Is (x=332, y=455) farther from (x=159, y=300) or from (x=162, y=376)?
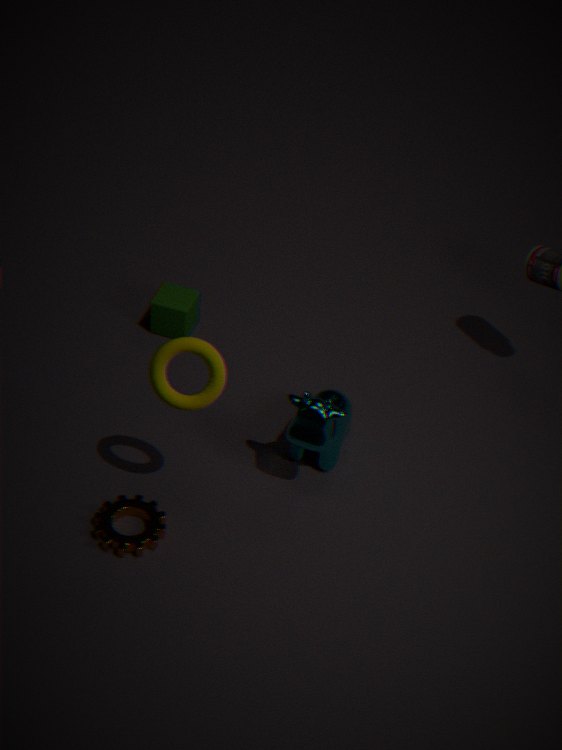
(x=159, y=300)
